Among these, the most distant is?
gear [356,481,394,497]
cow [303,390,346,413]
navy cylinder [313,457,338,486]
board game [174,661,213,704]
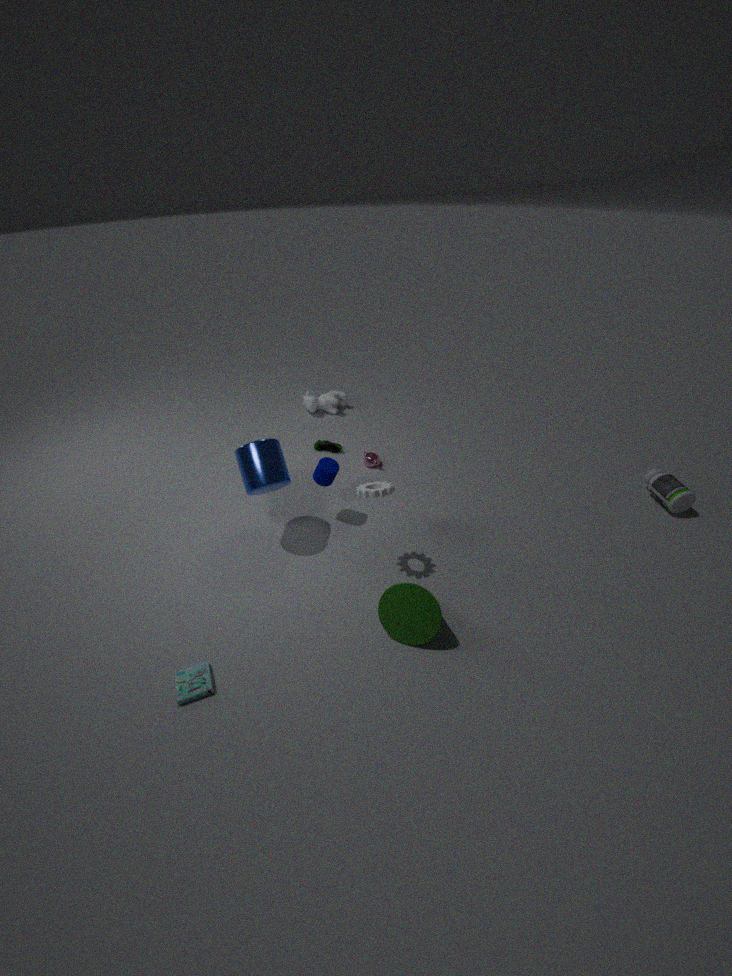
cow [303,390,346,413]
